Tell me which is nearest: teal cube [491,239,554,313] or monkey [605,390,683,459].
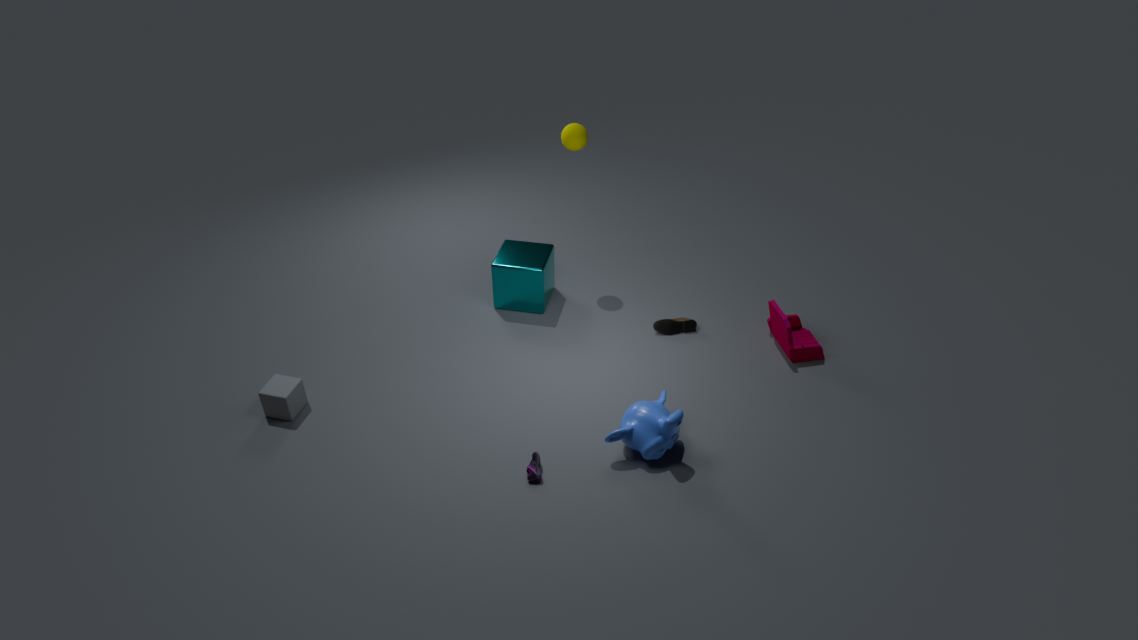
monkey [605,390,683,459]
